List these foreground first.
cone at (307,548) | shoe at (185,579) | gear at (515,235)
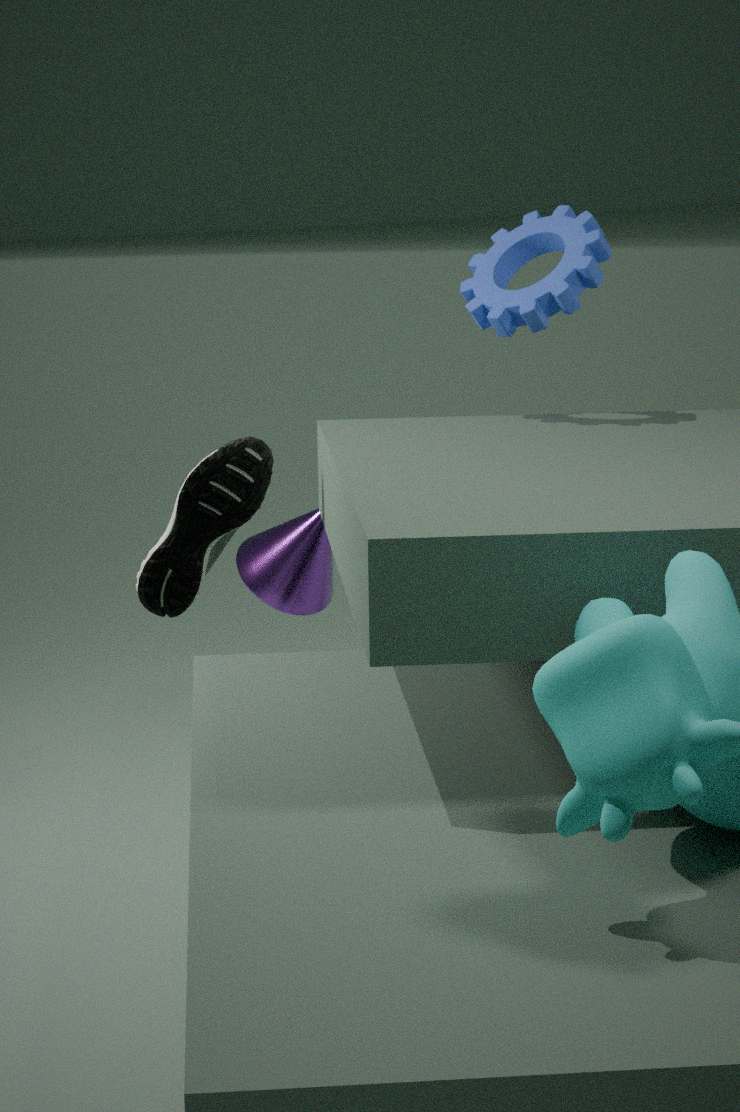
shoe at (185,579)
gear at (515,235)
cone at (307,548)
